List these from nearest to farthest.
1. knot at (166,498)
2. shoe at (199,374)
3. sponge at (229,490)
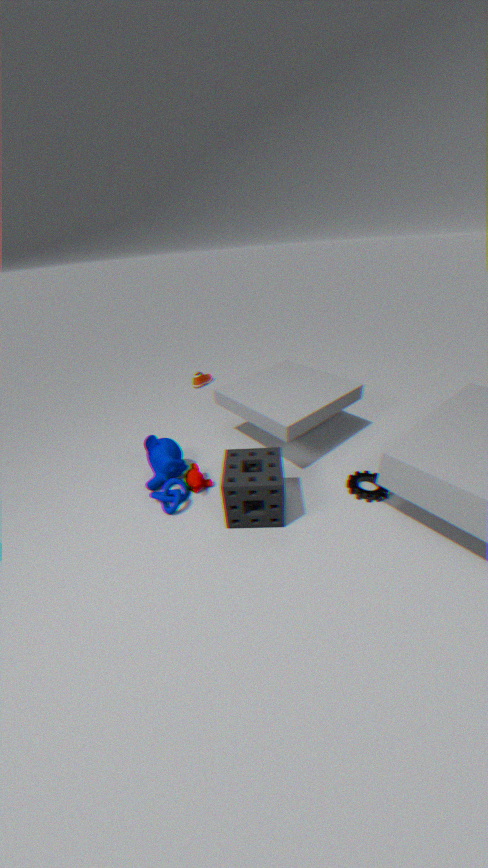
sponge at (229,490) < knot at (166,498) < shoe at (199,374)
